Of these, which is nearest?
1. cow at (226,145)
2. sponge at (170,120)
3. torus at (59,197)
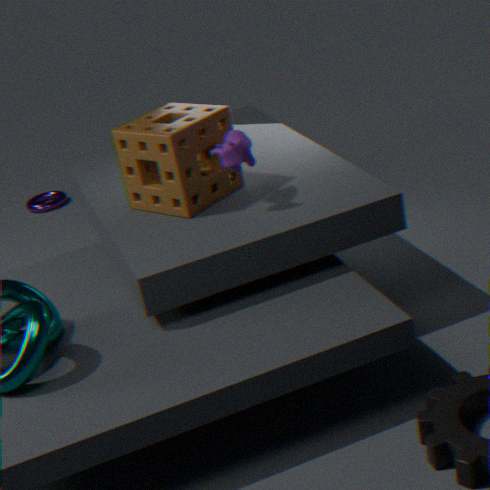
cow at (226,145)
